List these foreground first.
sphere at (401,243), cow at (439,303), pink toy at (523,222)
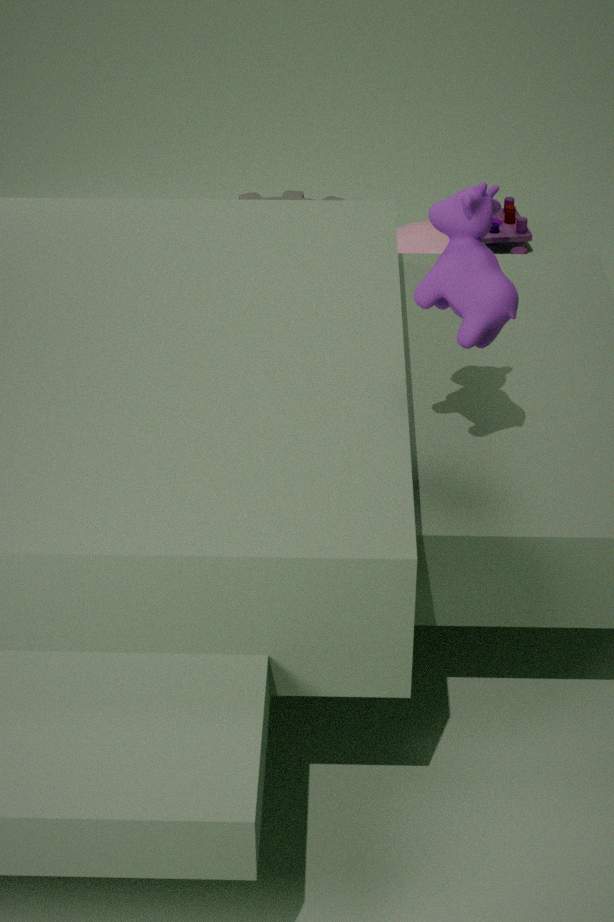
cow at (439,303), sphere at (401,243), pink toy at (523,222)
